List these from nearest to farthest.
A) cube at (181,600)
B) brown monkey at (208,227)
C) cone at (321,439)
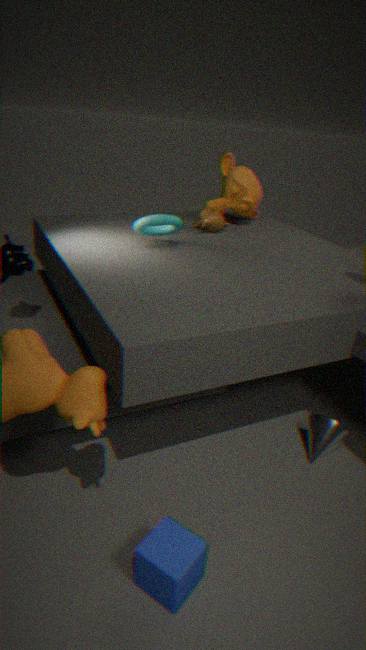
cube at (181,600) → cone at (321,439) → brown monkey at (208,227)
